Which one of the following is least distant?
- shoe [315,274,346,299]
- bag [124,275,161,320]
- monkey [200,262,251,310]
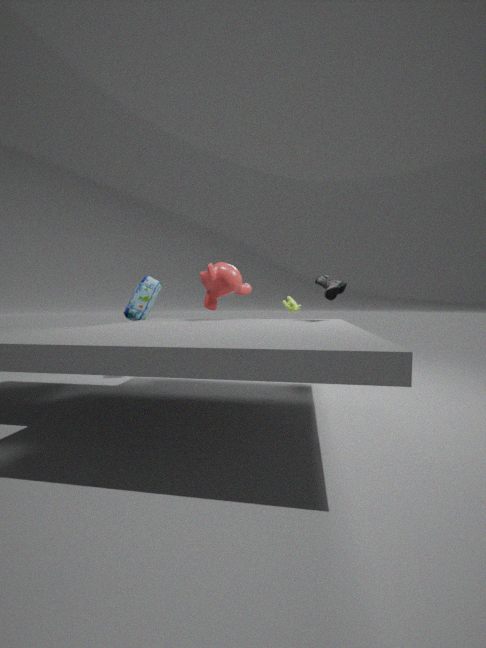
shoe [315,274,346,299]
